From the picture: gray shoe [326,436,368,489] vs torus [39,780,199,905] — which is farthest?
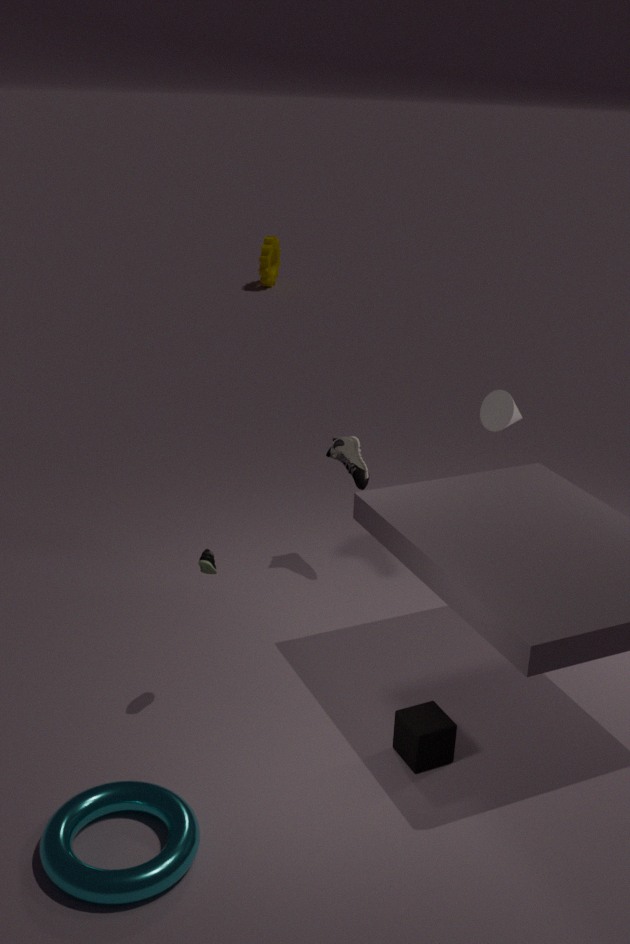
gray shoe [326,436,368,489]
